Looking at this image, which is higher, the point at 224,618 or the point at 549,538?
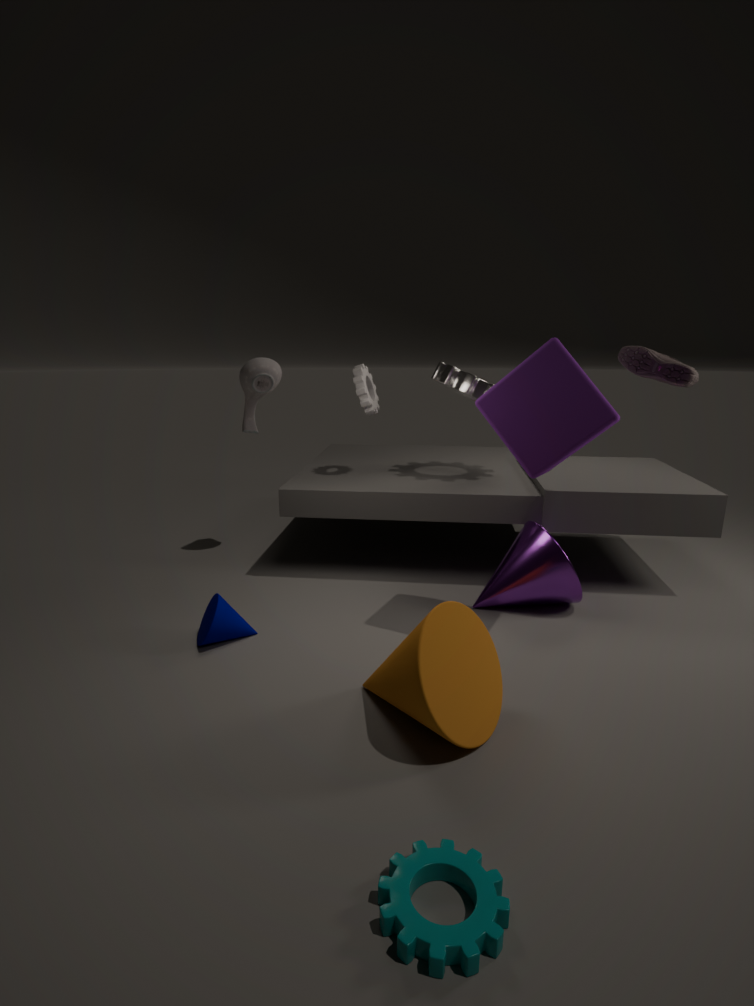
the point at 549,538
